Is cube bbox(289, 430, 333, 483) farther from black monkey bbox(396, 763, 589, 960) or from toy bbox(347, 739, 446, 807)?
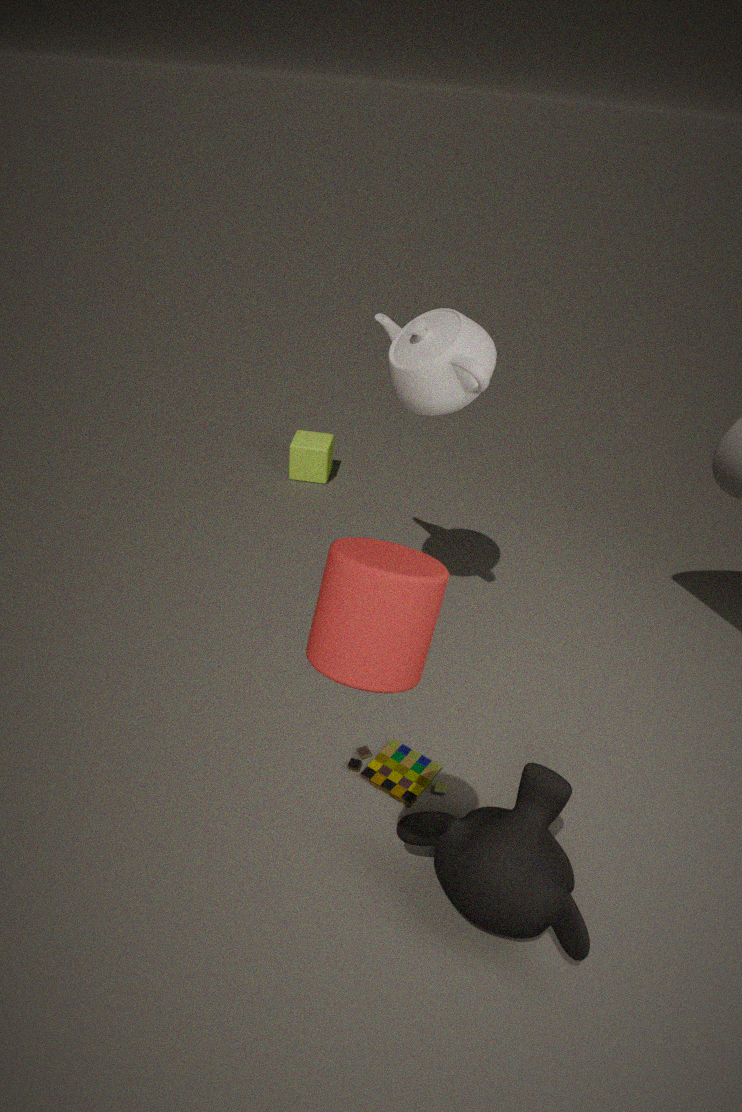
black monkey bbox(396, 763, 589, 960)
